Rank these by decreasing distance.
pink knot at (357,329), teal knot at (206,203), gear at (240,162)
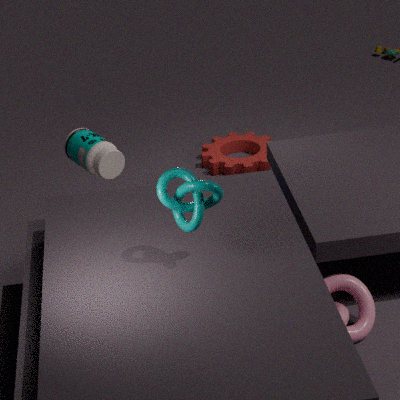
gear at (240,162) < pink knot at (357,329) < teal knot at (206,203)
